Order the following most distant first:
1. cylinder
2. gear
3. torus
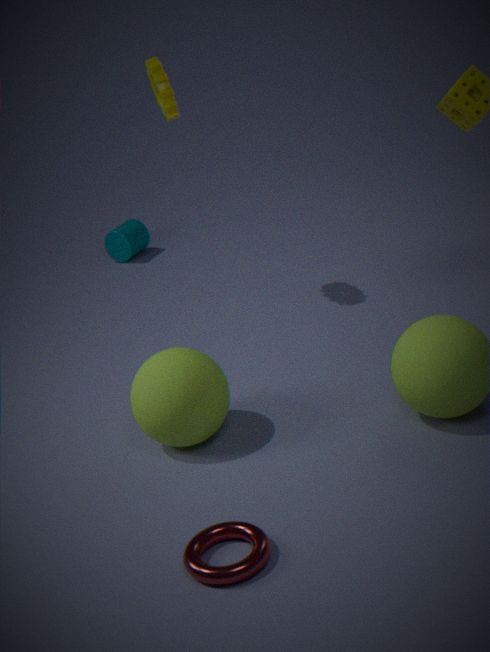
cylinder → gear → torus
